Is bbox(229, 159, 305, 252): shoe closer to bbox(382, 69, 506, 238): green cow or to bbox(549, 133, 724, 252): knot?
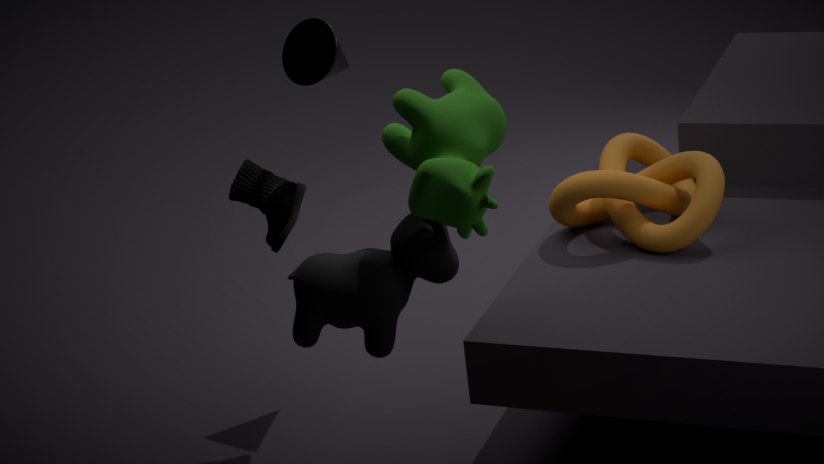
bbox(382, 69, 506, 238): green cow
